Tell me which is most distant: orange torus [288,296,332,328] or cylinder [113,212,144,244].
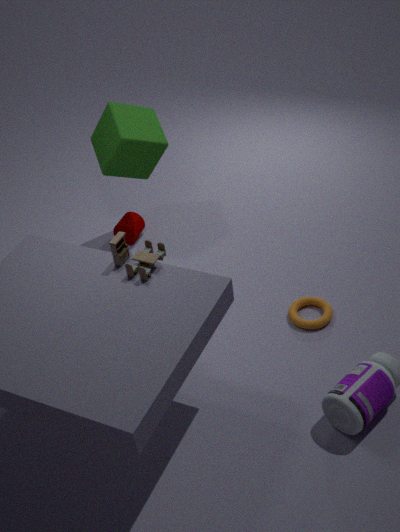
cylinder [113,212,144,244]
